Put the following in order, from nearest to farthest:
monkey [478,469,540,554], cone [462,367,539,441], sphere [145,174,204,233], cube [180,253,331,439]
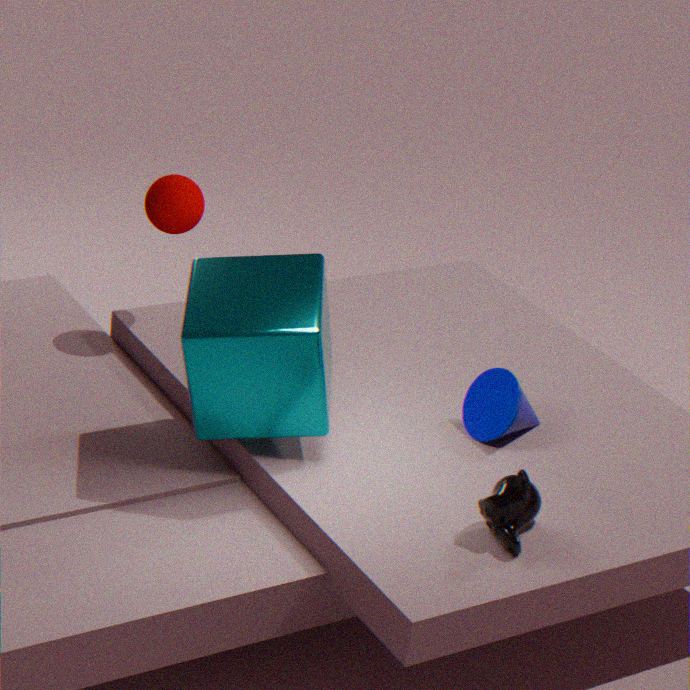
monkey [478,469,540,554] → cube [180,253,331,439] → cone [462,367,539,441] → sphere [145,174,204,233]
